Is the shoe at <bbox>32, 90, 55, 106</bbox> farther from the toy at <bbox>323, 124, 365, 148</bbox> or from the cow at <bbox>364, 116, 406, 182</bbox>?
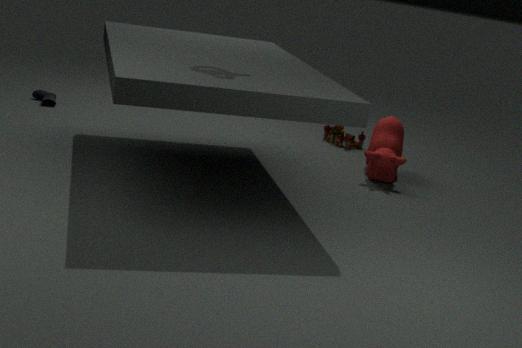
the cow at <bbox>364, 116, 406, 182</bbox>
